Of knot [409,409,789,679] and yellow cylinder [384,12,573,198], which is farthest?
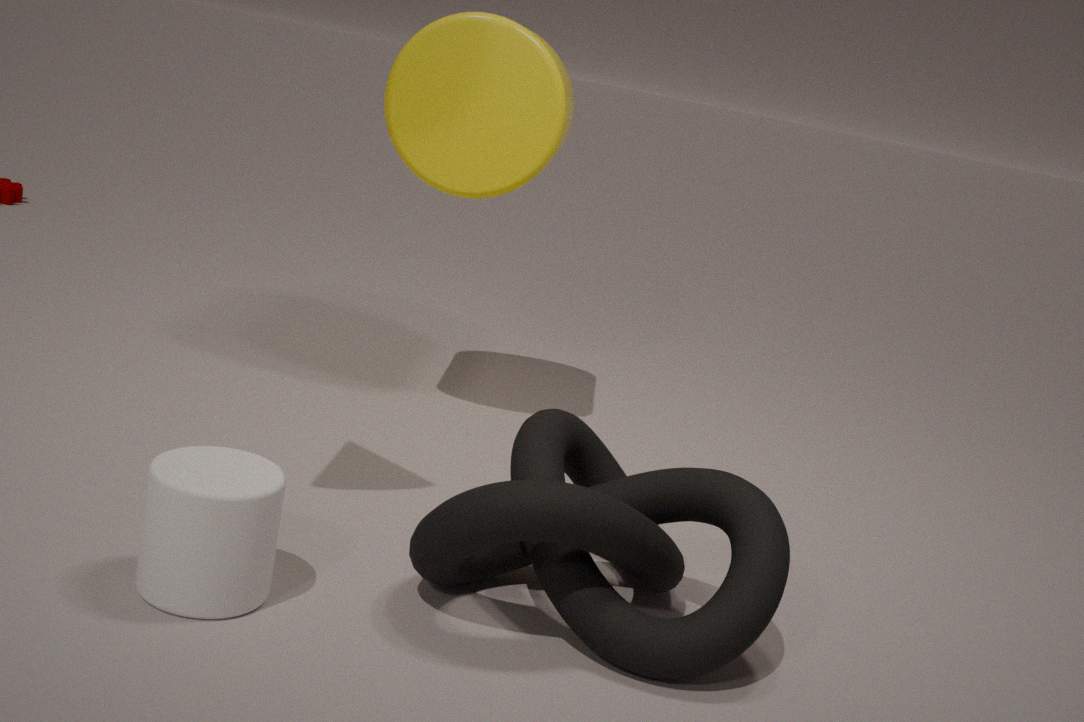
yellow cylinder [384,12,573,198]
